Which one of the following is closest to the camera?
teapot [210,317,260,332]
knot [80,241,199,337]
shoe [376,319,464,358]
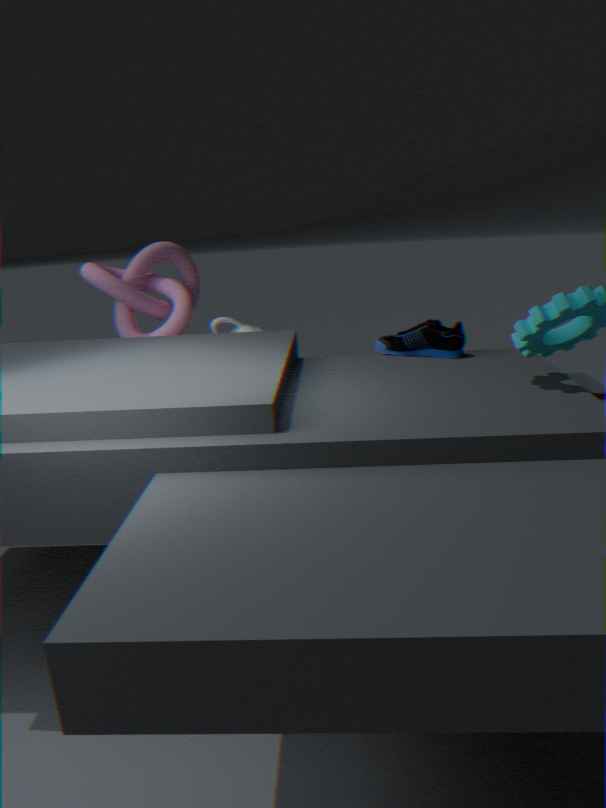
shoe [376,319,464,358]
